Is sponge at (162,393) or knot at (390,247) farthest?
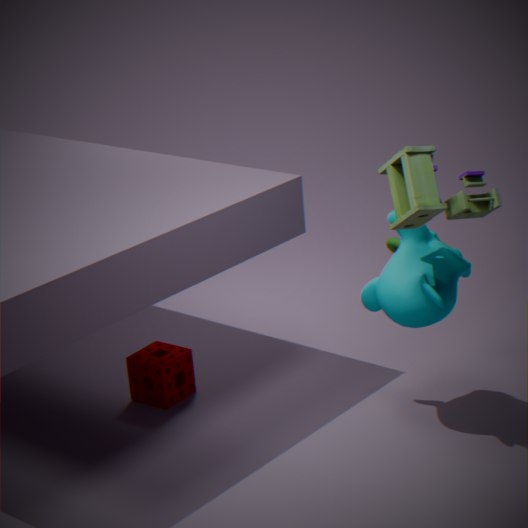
knot at (390,247)
